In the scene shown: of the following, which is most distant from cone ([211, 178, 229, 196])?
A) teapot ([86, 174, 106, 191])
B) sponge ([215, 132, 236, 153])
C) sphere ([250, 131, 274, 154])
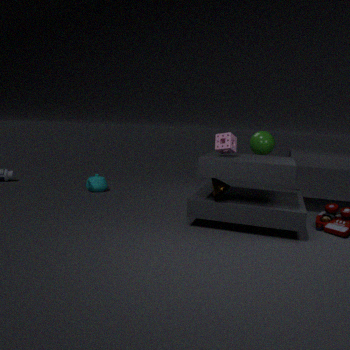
teapot ([86, 174, 106, 191])
